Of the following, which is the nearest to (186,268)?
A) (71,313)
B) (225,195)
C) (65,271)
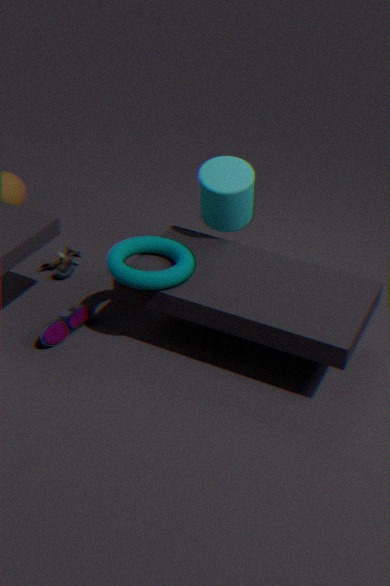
(71,313)
